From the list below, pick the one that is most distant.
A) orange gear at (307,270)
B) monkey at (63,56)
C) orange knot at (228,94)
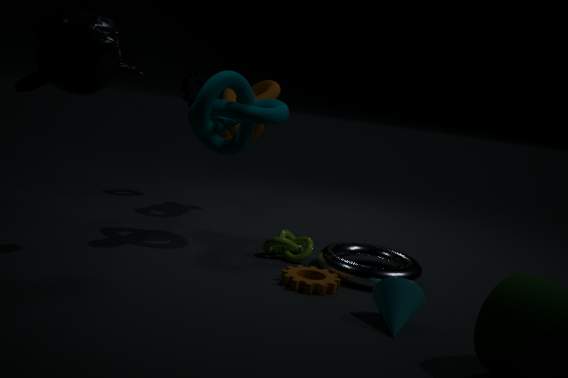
orange knot at (228,94)
